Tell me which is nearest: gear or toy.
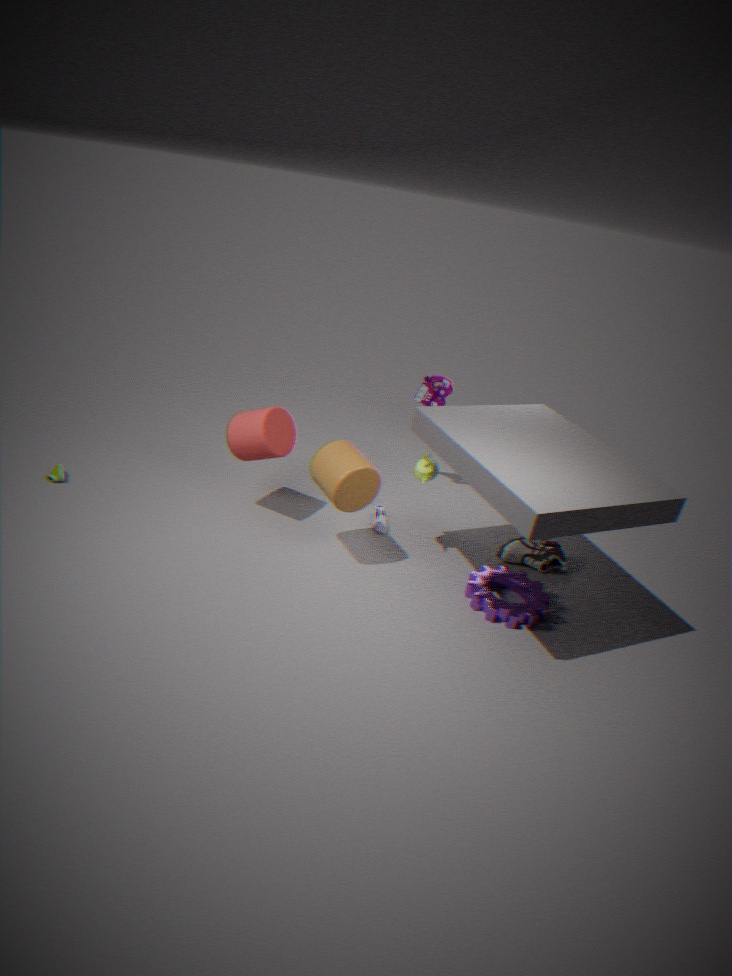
gear
